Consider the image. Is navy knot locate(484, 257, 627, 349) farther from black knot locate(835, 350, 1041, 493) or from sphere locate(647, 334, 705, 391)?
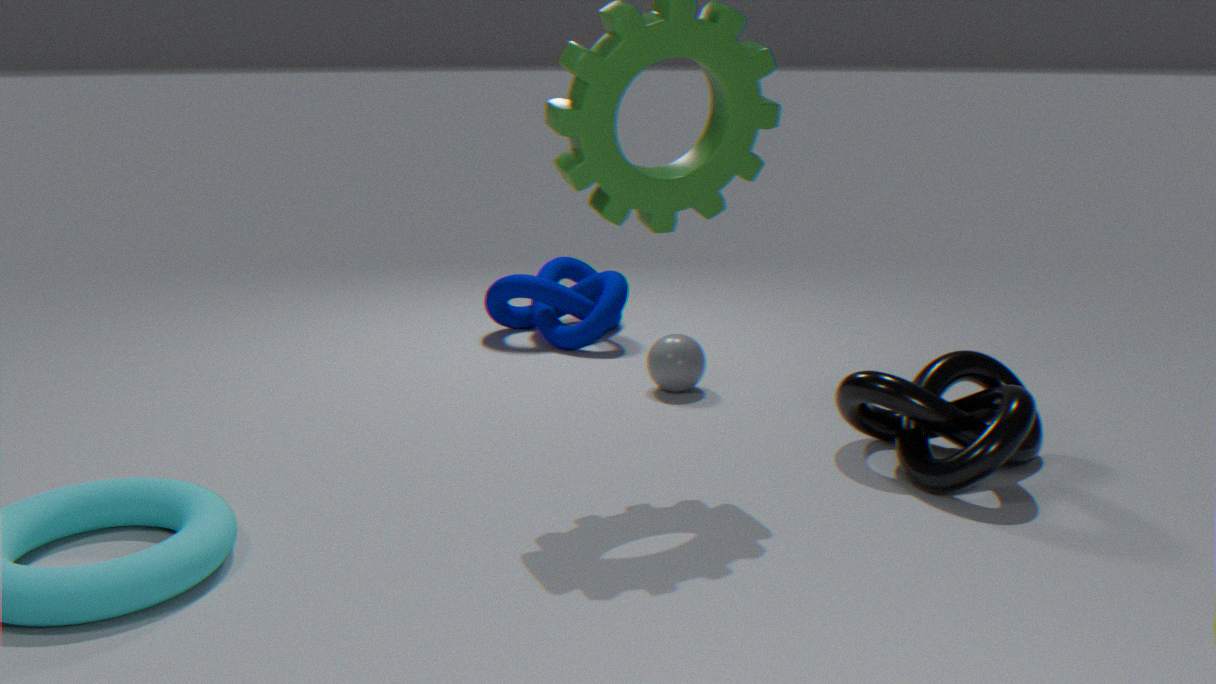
black knot locate(835, 350, 1041, 493)
